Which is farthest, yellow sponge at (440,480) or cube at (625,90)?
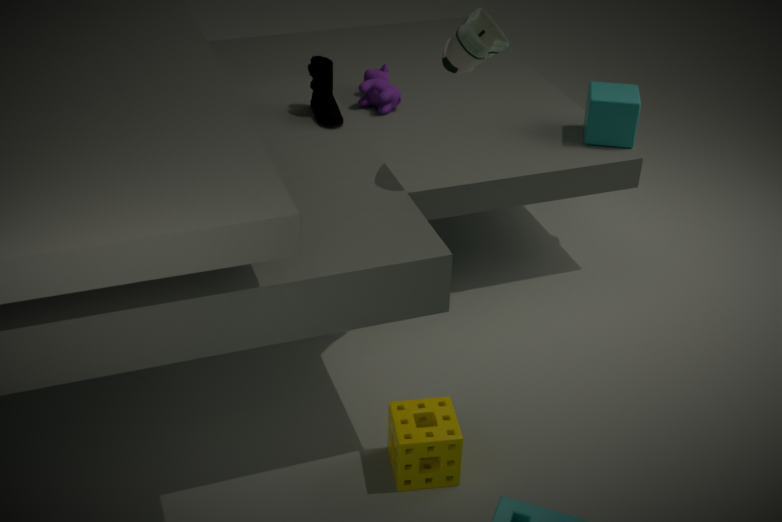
cube at (625,90)
